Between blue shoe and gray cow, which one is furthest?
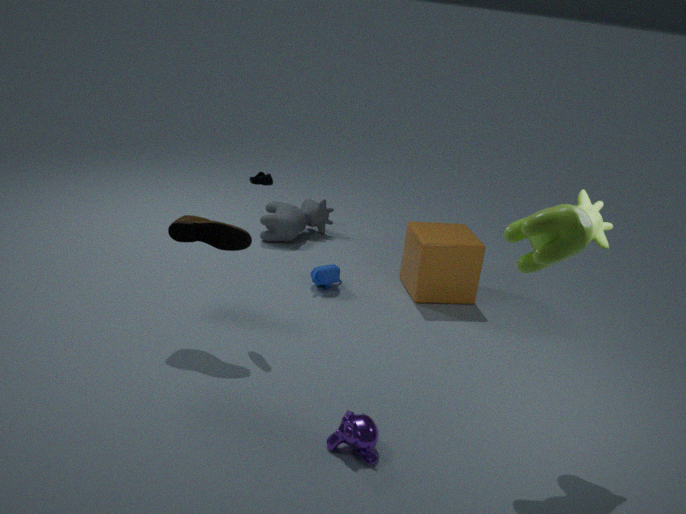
gray cow
